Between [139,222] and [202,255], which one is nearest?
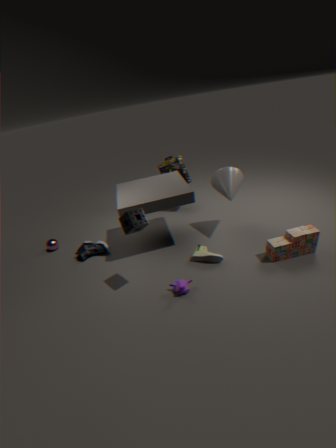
[139,222]
